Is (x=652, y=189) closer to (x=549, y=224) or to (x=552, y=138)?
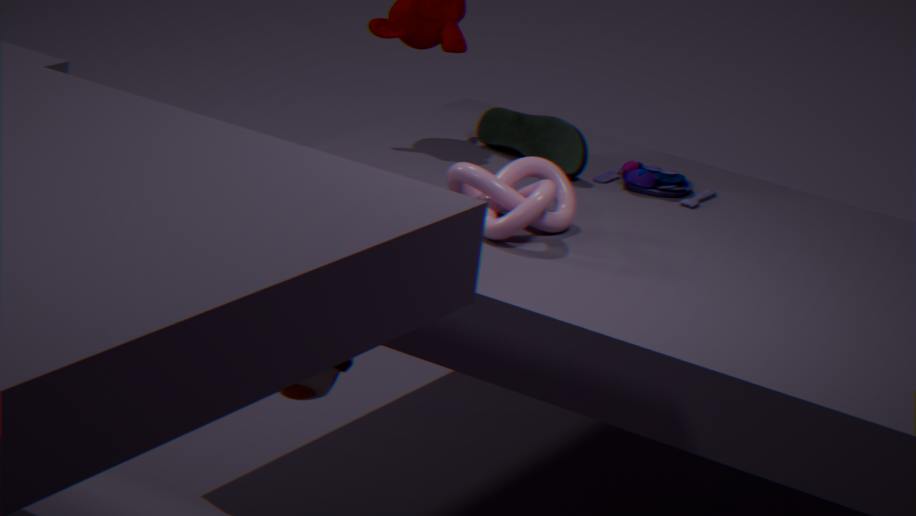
(x=552, y=138)
